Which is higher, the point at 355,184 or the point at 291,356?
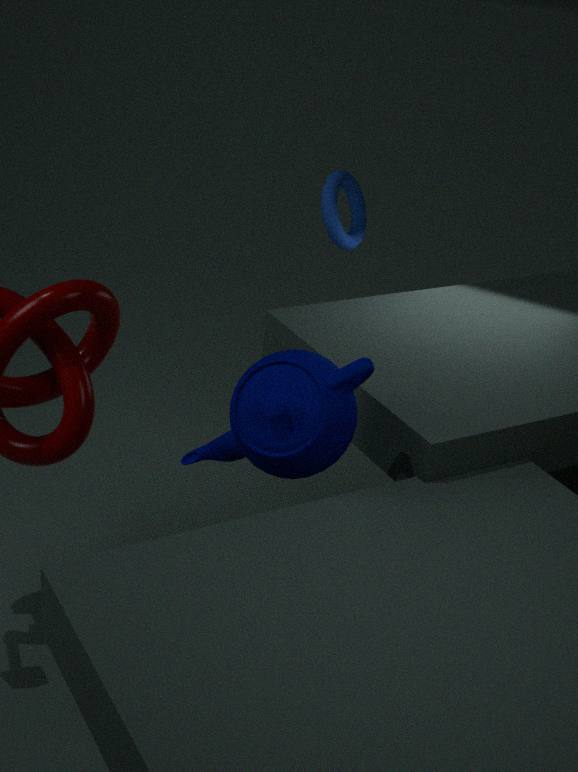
the point at 355,184
